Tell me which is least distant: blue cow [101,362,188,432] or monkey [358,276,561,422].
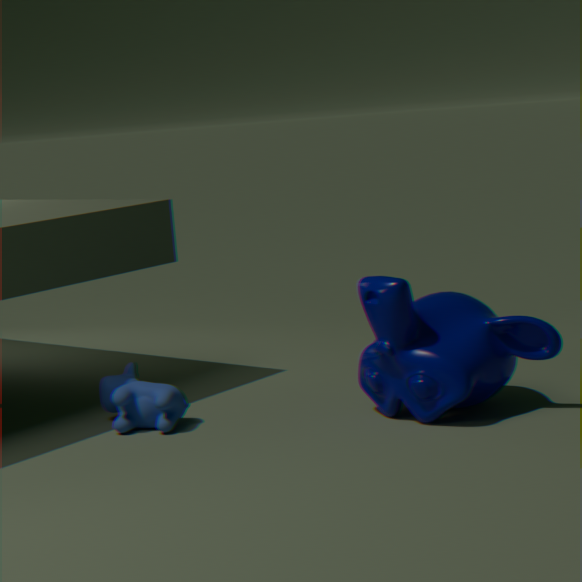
monkey [358,276,561,422]
